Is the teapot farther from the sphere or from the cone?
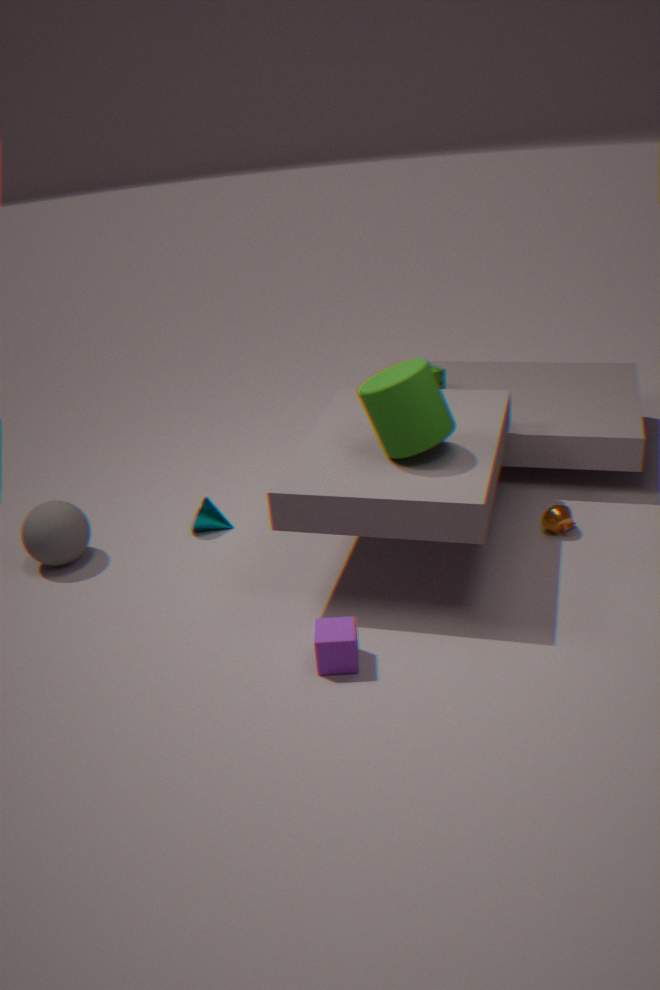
the sphere
